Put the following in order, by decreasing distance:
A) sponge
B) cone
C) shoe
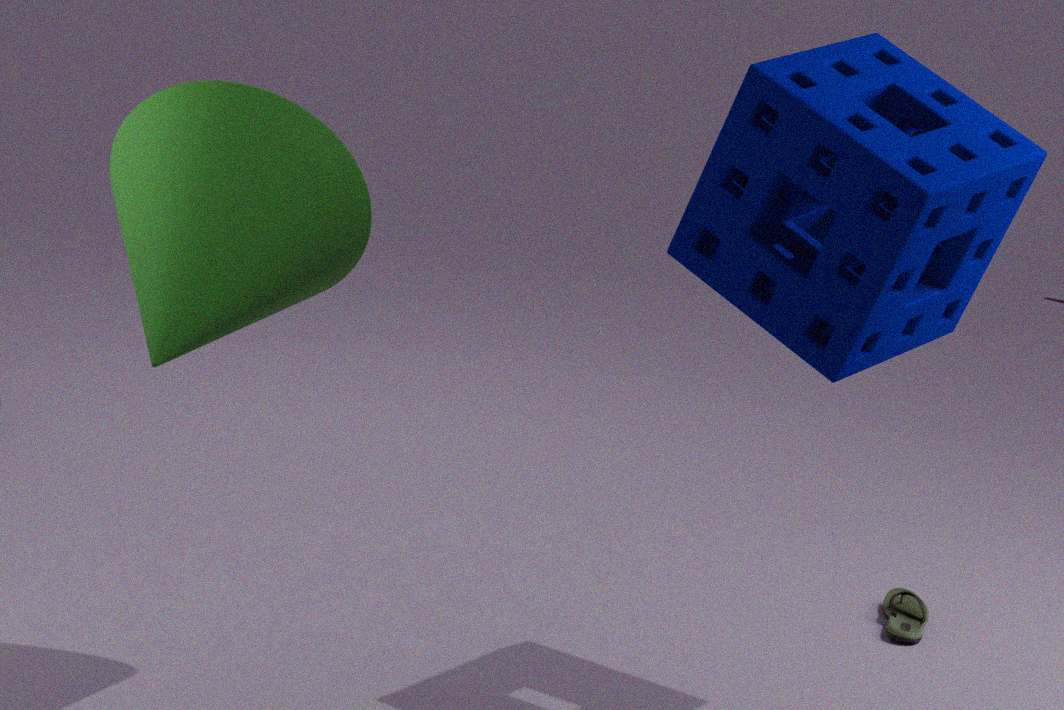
shoe
sponge
cone
